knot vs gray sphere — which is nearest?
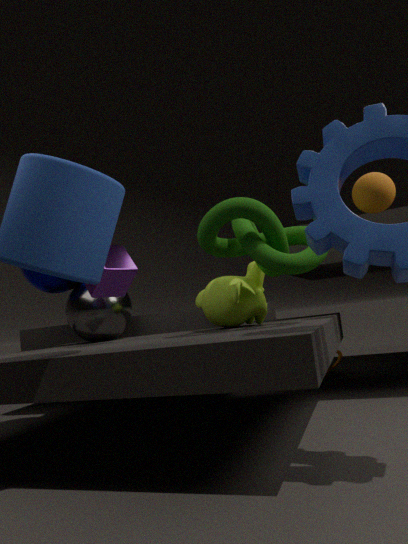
knot
